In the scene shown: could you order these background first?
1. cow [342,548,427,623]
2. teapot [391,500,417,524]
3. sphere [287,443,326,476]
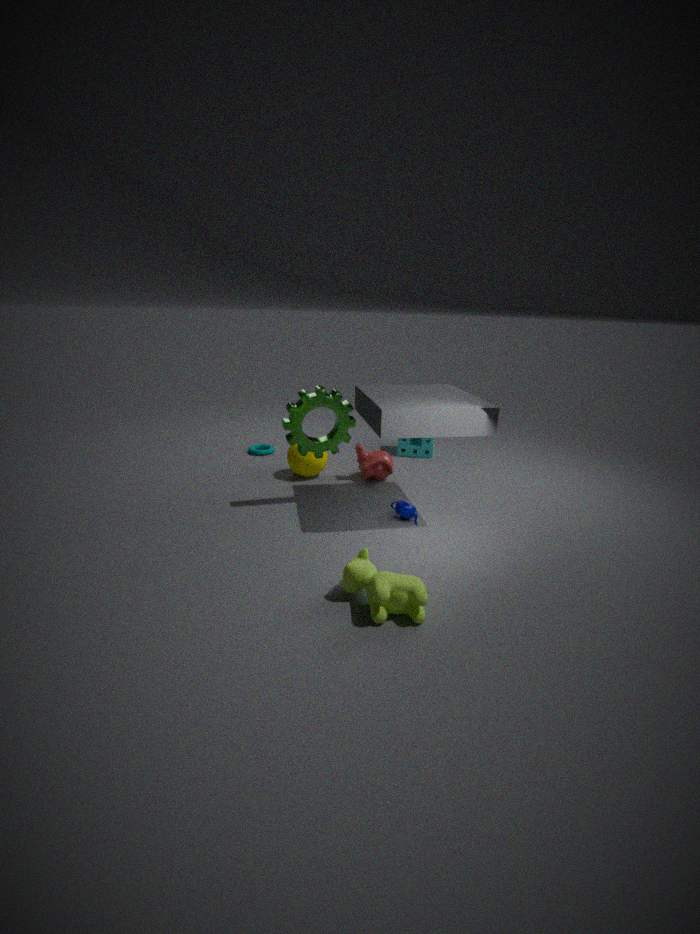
sphere [287,443,326,476] < teapot [391,500,417,524] < cow [342,548,427,623]
